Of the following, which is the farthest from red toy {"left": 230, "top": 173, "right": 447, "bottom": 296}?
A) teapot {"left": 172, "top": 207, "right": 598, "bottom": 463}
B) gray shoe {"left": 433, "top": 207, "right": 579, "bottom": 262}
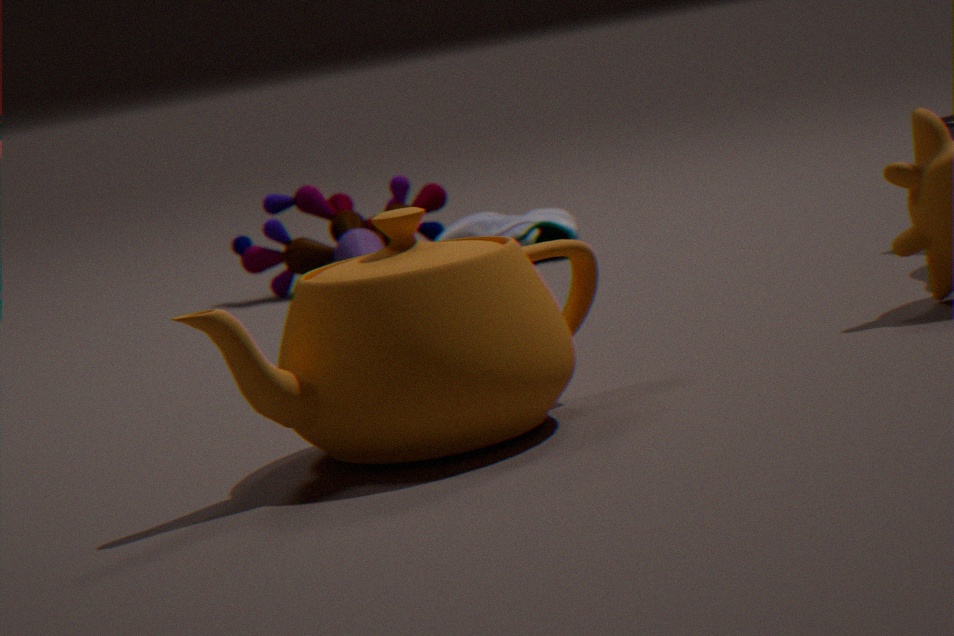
teapot {"left": 172, "top": 207, "right": 598, "bottom": 463}
